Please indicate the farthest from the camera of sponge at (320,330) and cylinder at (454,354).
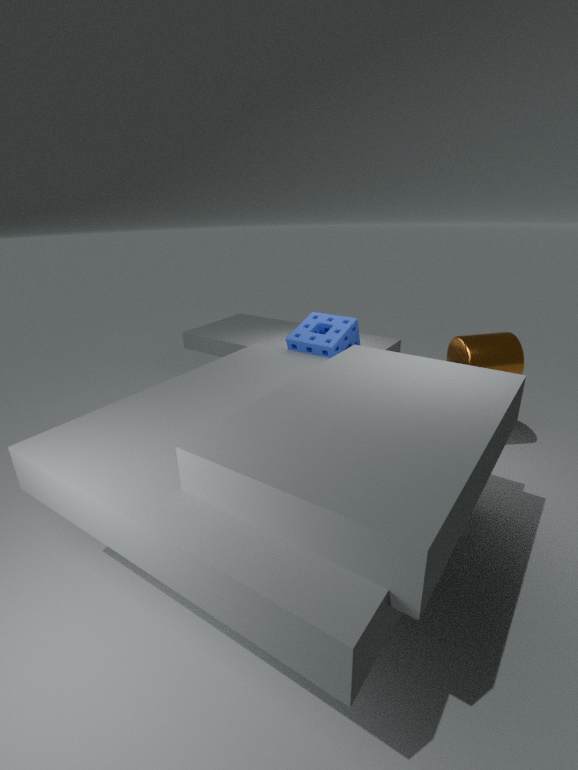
sponge at (320,330)
